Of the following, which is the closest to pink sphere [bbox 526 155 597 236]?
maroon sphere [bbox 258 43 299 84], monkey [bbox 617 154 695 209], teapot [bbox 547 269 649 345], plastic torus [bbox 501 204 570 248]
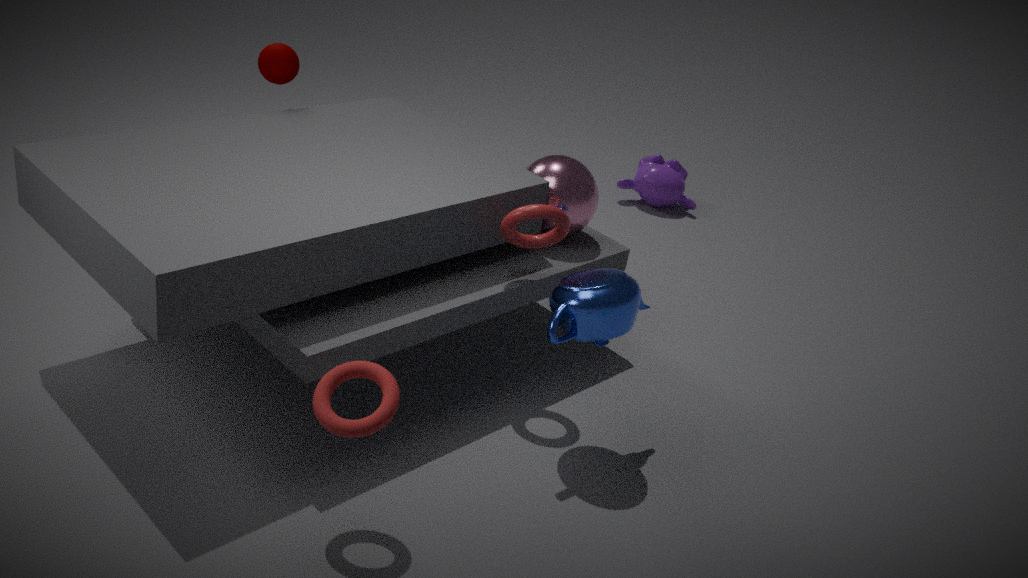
plastic torus [bbox 501 204 570 248]
